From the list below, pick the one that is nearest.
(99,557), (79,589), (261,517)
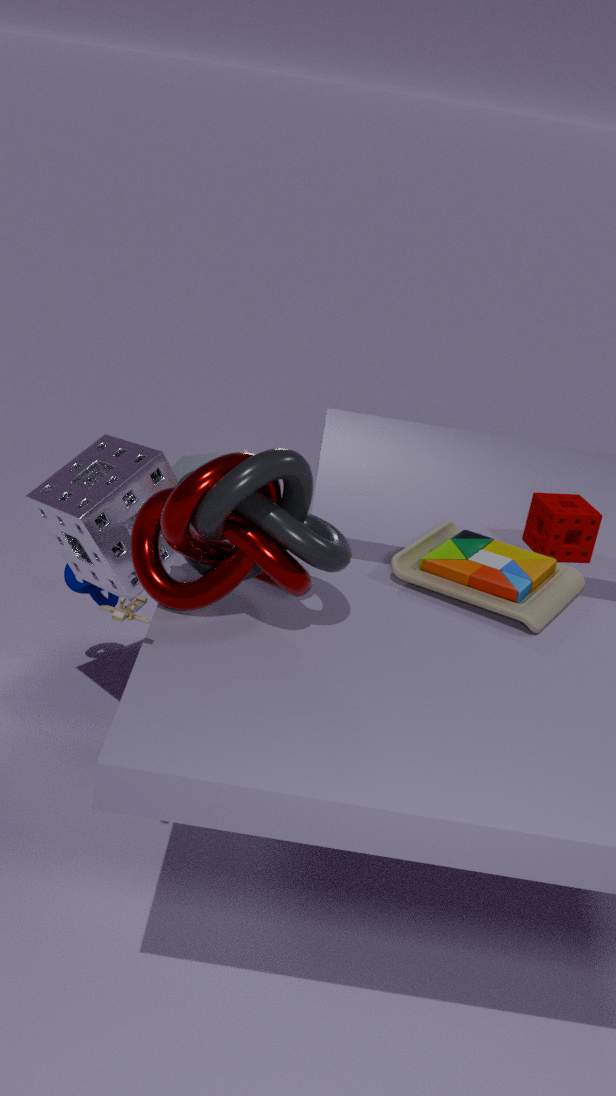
(261,517)
